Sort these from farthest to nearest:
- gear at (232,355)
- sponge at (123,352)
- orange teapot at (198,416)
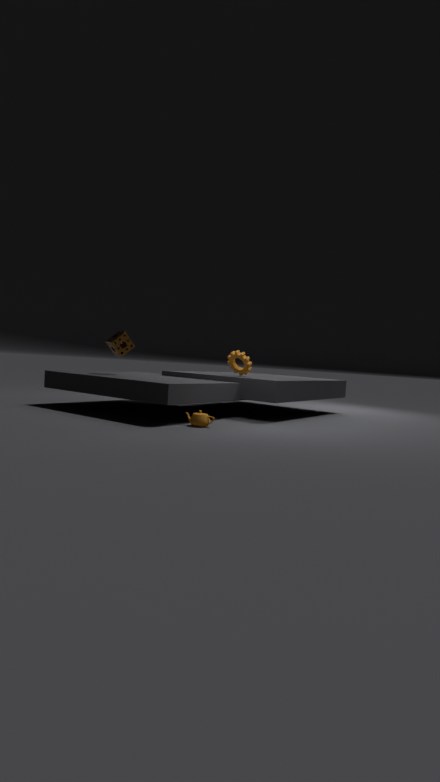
1. gear at (232,355)
2. sponge at (123,352)
3. orange teapot at (198,416)
